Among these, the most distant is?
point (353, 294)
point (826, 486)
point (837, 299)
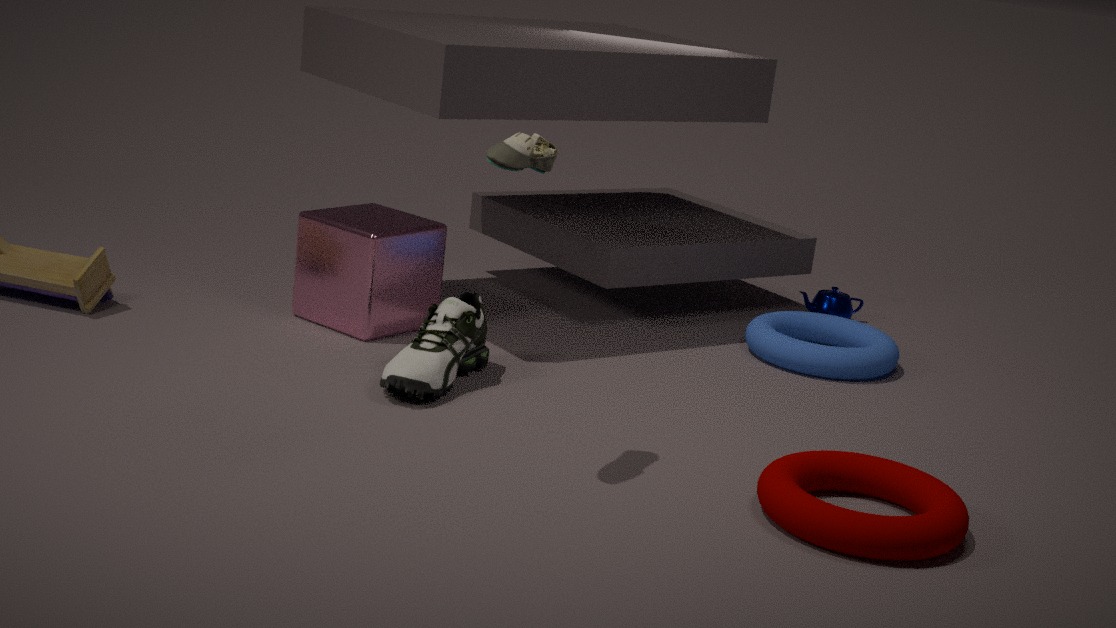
point (837, 299)
